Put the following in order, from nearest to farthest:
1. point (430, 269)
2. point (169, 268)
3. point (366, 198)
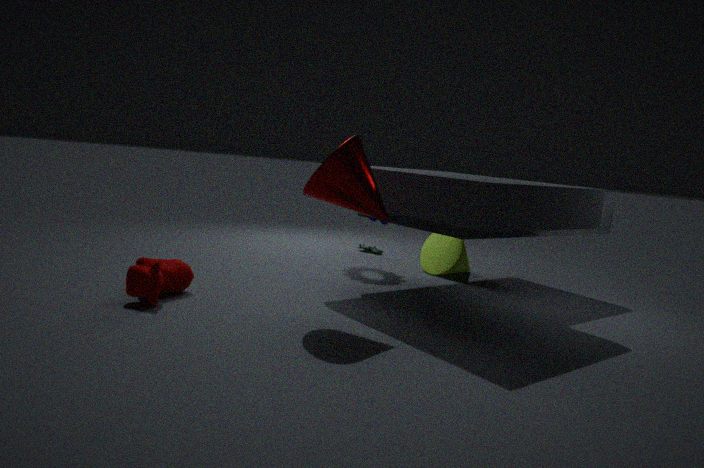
1. point (366, 198)
2. point (169, 268)
3. point (430, 269)
